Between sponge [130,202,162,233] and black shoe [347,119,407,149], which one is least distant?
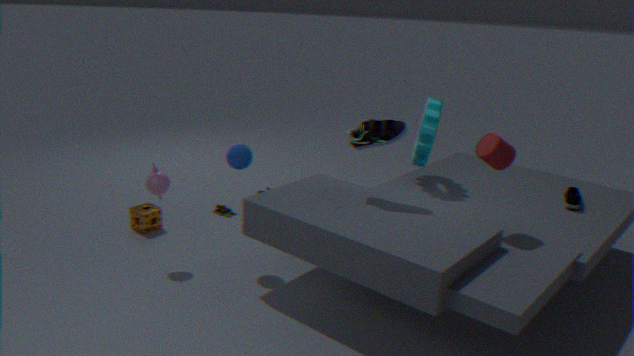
black shoe [347,119,407,149]
